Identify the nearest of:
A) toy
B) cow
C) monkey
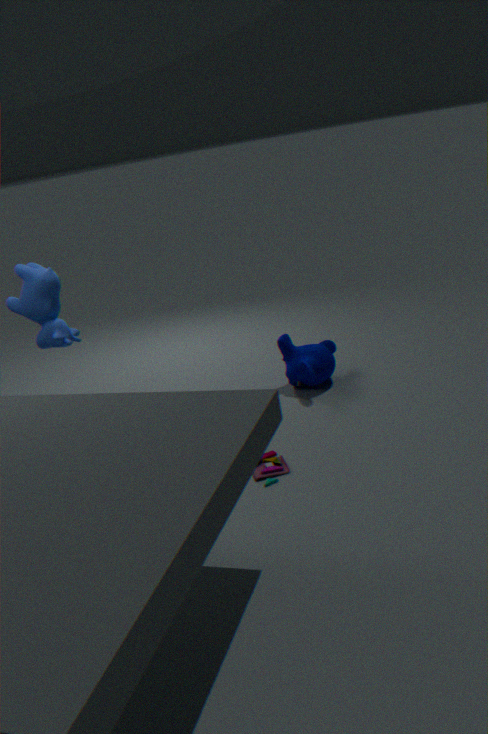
toy
